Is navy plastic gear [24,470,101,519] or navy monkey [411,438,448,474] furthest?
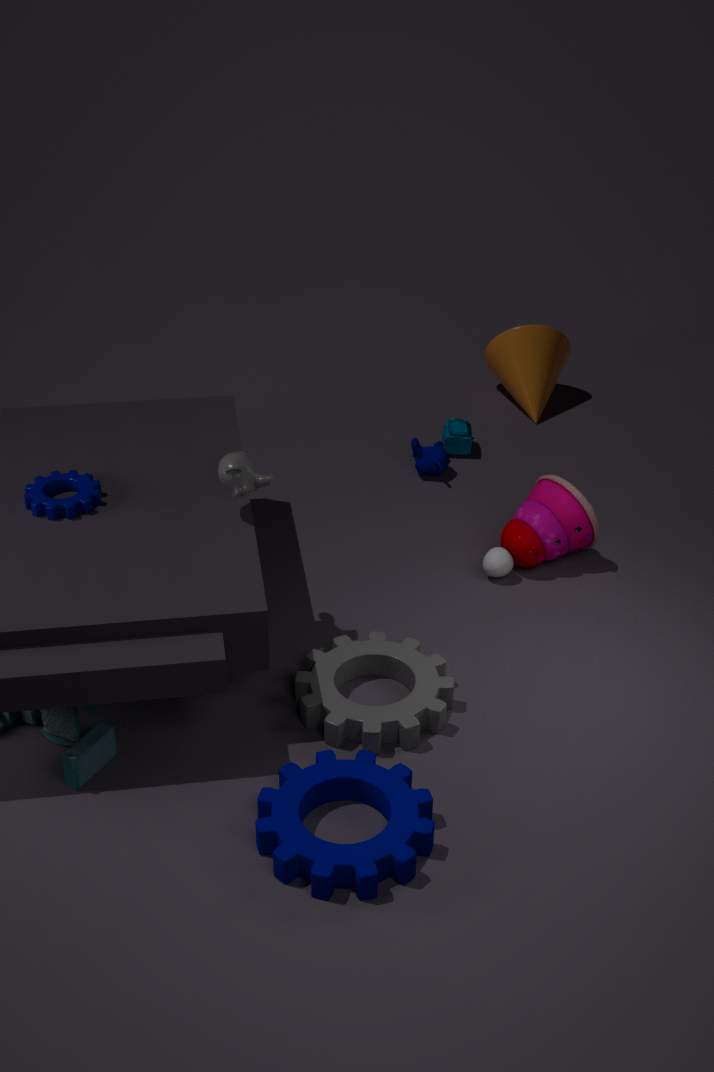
navy monkey [411,438,448,474]
